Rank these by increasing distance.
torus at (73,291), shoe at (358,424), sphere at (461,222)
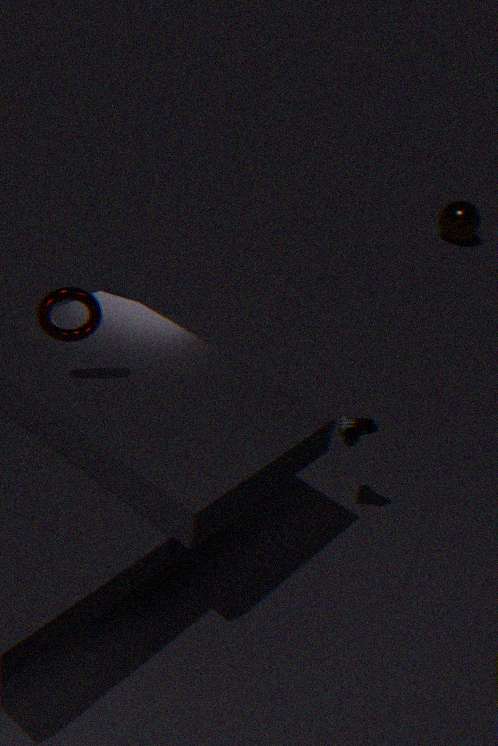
torus at (73,291) < shoe at (358,424) < sphere at (461,222)
